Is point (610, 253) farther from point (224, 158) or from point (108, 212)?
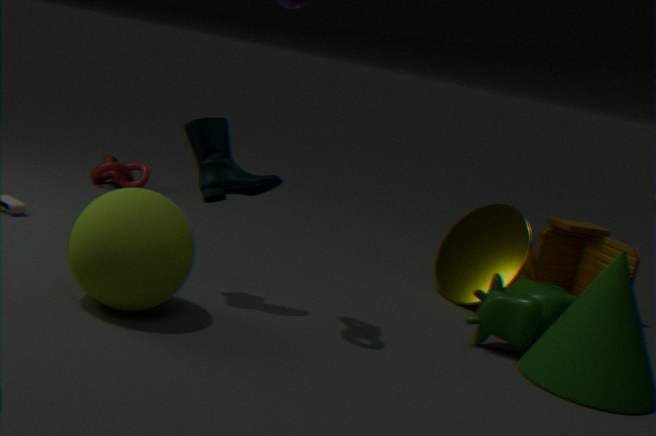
point (108, 212)
